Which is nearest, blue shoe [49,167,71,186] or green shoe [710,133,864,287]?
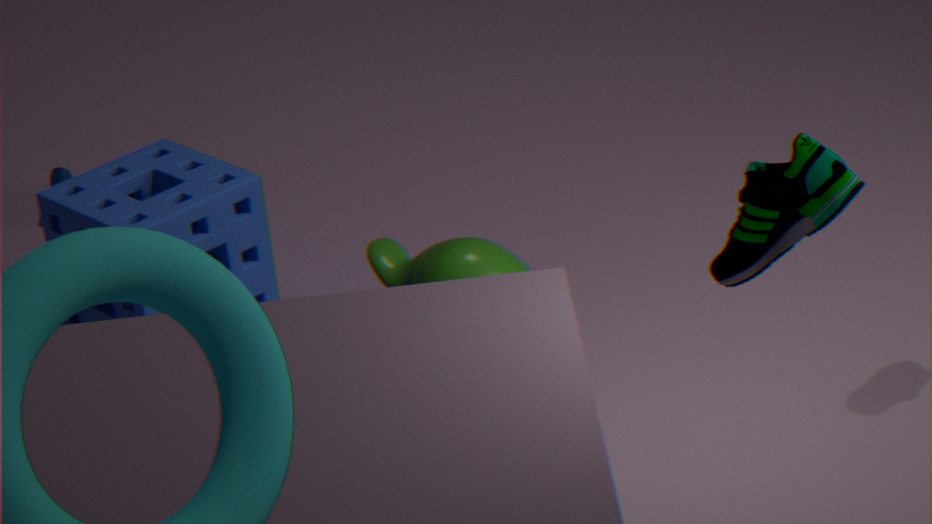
green shoe [710,133,864,287]
